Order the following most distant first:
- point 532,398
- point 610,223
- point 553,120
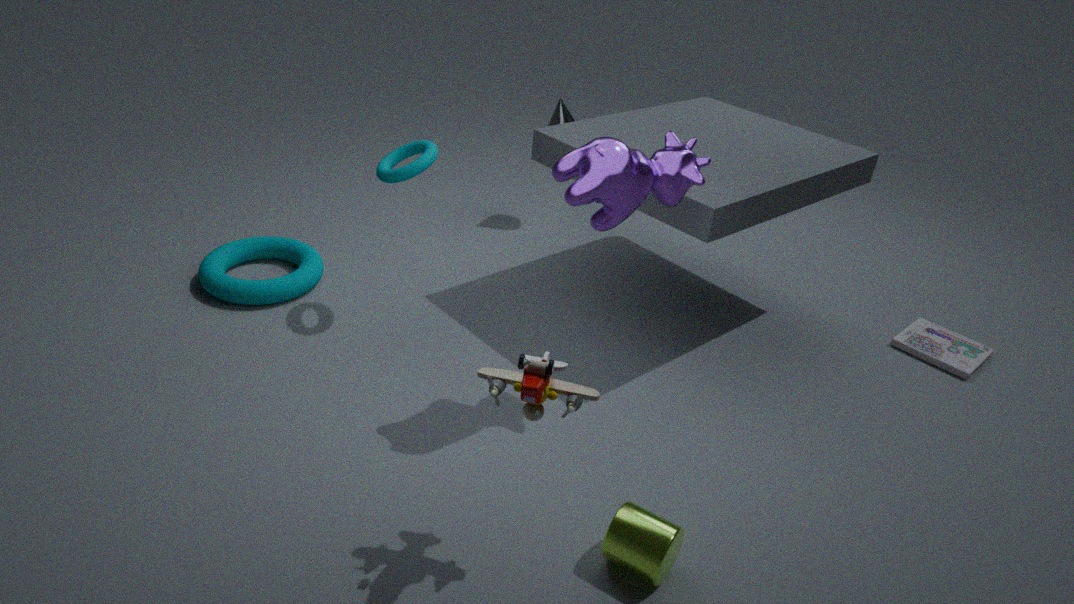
point 553,120 < point 610,223 < point 532,398
